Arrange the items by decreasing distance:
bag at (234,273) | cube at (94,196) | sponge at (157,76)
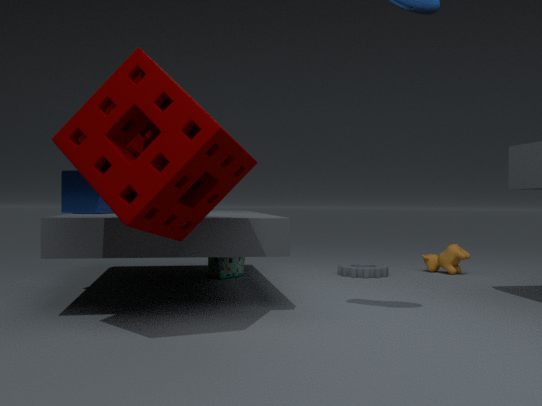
bag at (234,273) → cube at (94,196) → sponge at (157,76)
